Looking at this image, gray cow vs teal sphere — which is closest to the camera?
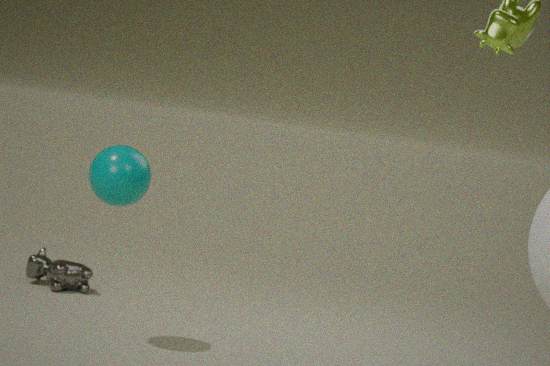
teal sphere
